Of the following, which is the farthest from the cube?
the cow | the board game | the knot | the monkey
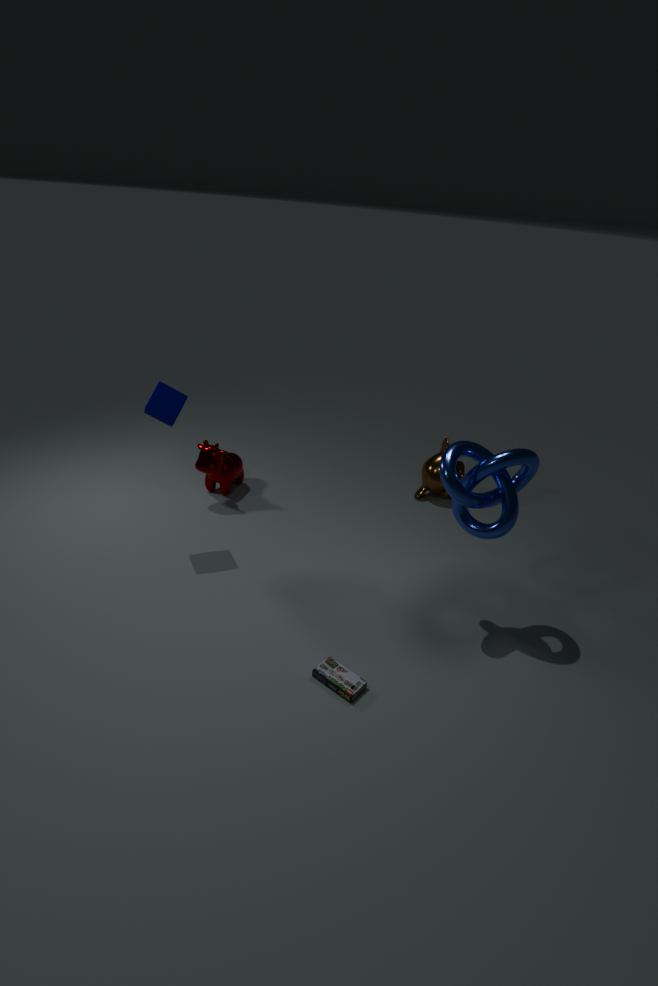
the monkey
